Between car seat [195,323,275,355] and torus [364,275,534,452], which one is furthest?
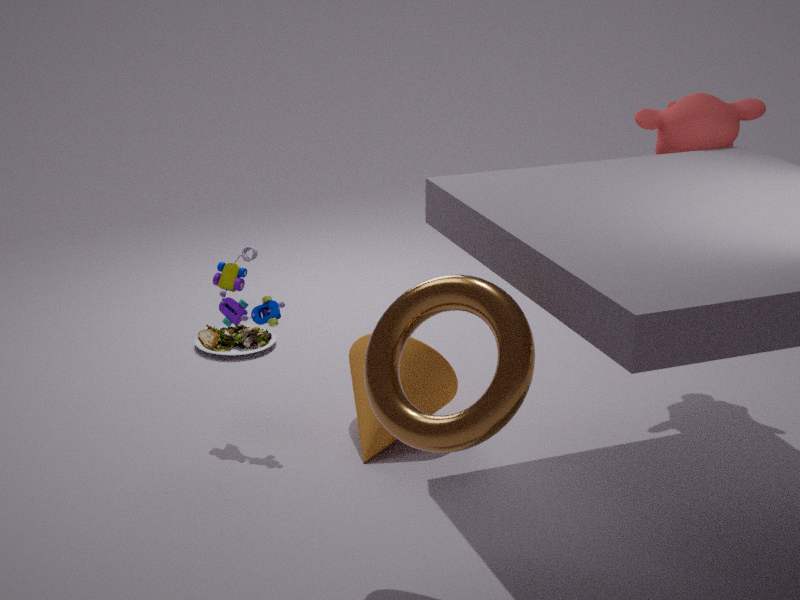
car seat [195,323,275,355]
